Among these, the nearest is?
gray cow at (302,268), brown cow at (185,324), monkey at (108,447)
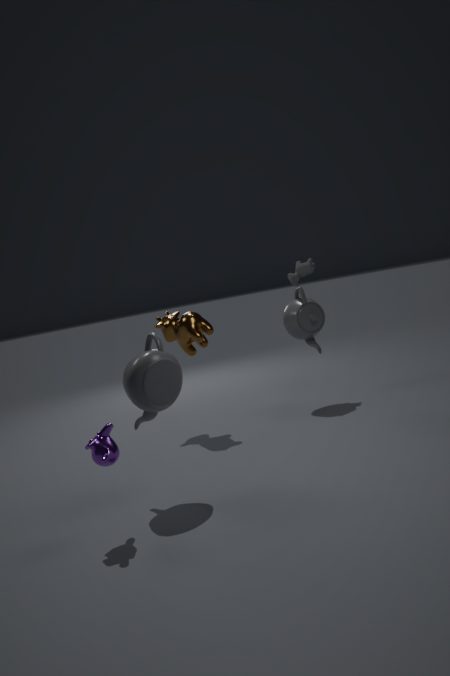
monkey at (108,447)
